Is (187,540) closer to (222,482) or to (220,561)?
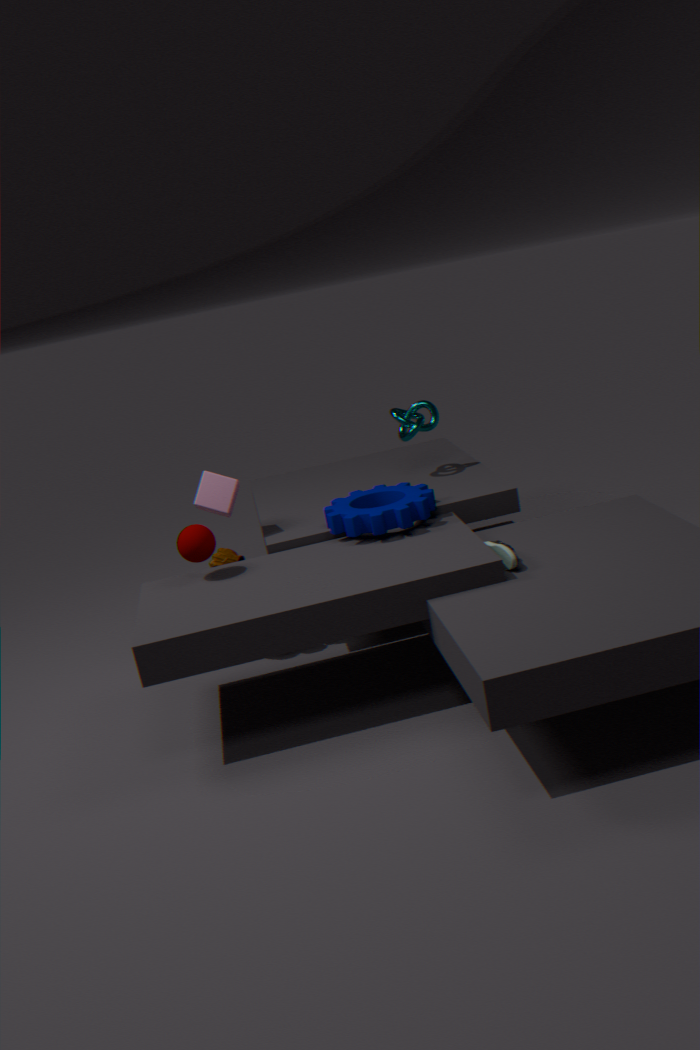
(222,482)
